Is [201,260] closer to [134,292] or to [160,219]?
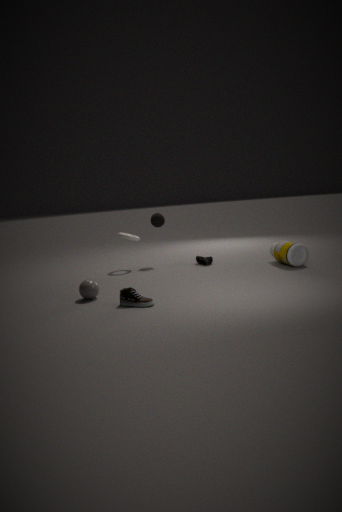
[160,219]
